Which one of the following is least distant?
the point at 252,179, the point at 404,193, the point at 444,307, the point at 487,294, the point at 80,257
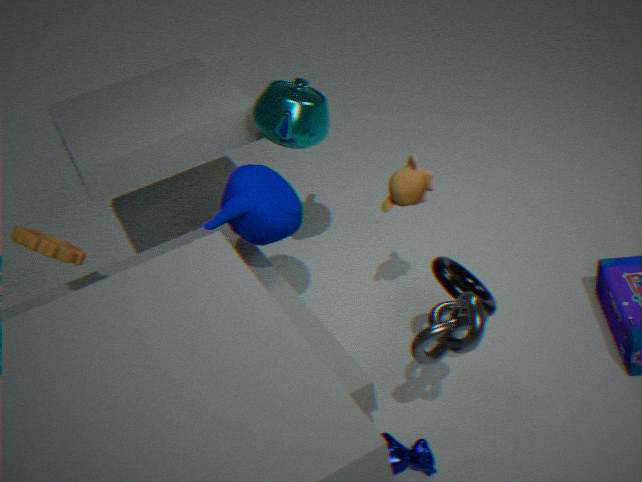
the point at 444,307
